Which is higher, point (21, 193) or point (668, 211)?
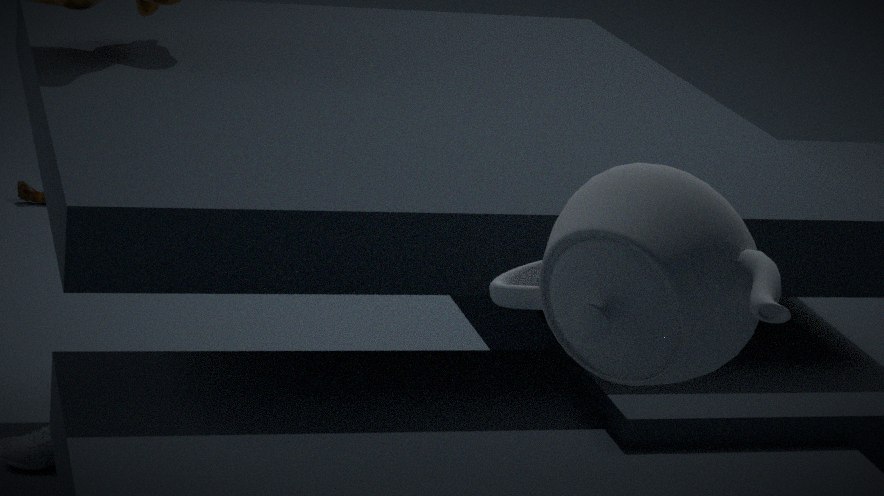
point (668, 211)
